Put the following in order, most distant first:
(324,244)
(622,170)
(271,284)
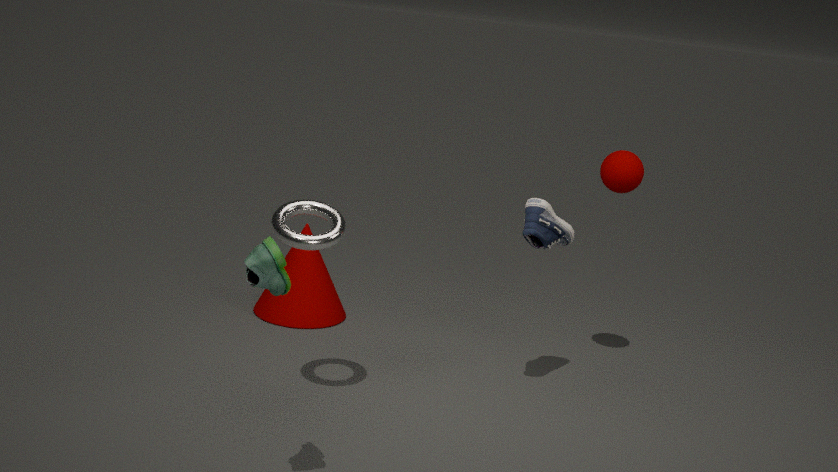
1. (622,170)
2. (324,244)
3. (271,284)
